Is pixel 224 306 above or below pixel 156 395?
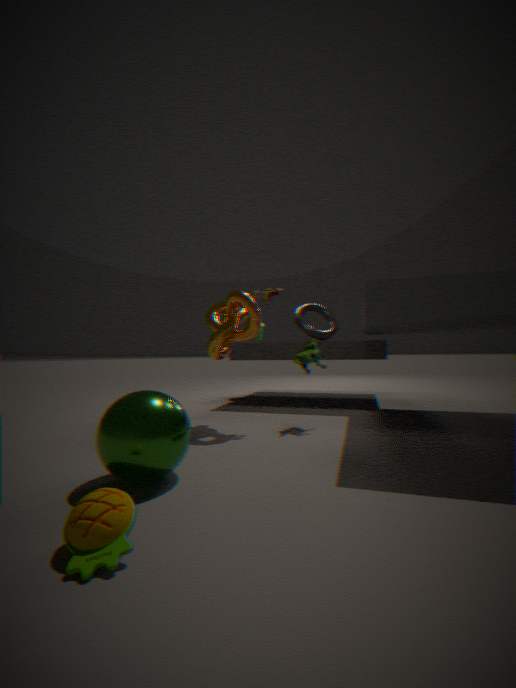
above
